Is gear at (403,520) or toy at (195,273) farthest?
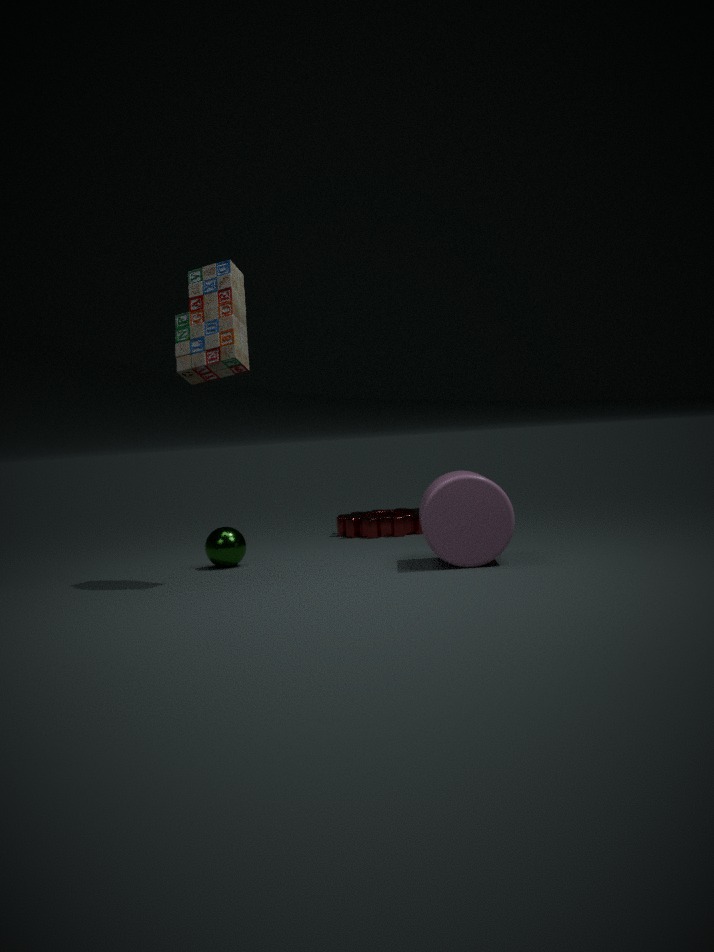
gear at (403,520)
